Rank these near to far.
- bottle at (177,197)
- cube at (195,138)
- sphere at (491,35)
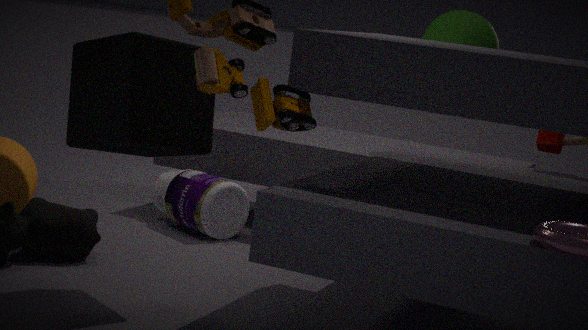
cube at (195,138) < bottle at (177,197) < sphere at (491,35)
